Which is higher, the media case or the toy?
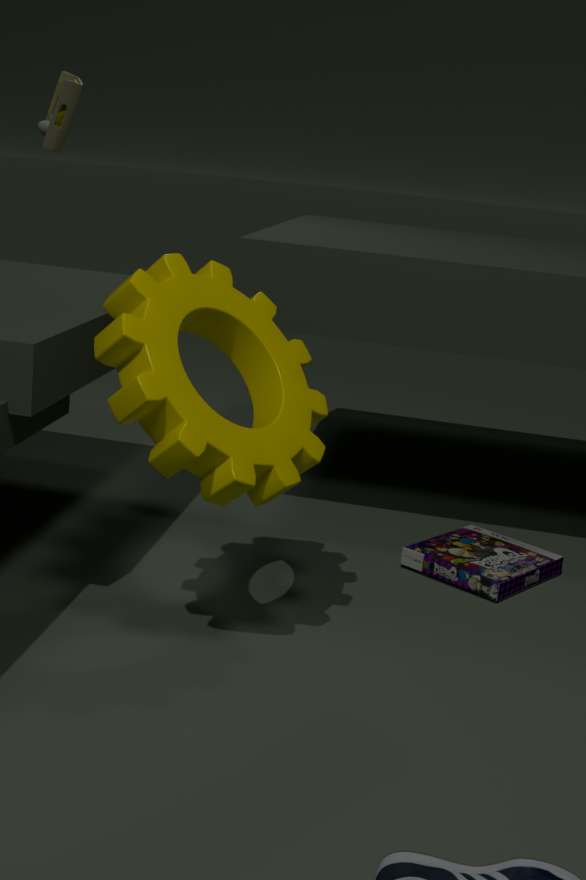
the toy
